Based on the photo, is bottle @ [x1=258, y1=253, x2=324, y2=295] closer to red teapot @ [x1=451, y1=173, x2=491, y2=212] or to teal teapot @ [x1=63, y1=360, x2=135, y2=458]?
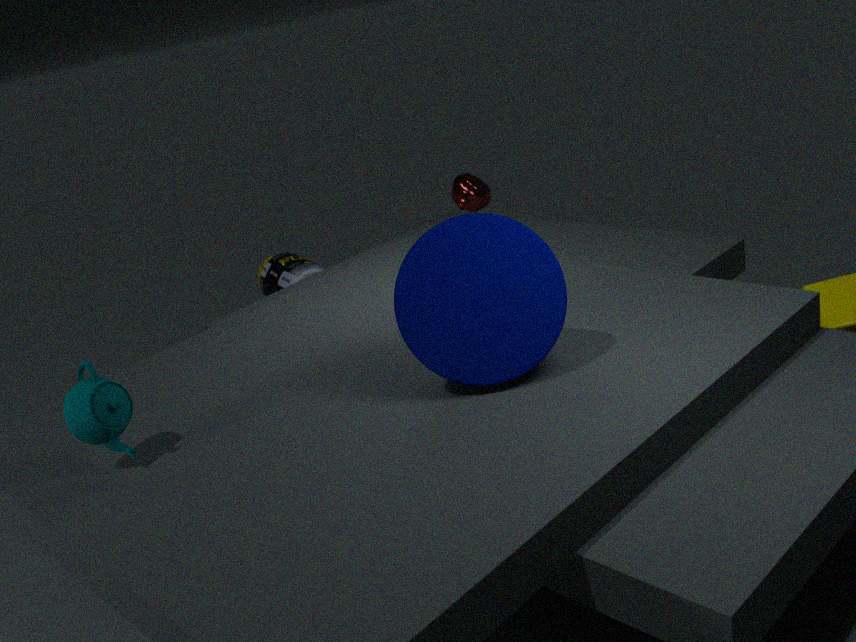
red teapot @ [x1=451, y1=173, x2=491, y2=212]
